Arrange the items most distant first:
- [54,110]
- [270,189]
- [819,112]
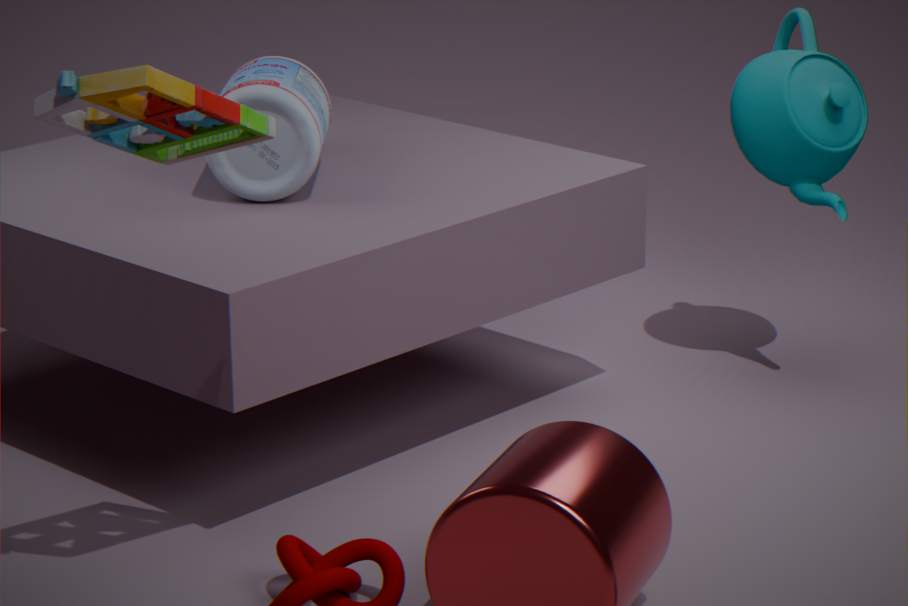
[819,112] < [270,189] < [54,110]
